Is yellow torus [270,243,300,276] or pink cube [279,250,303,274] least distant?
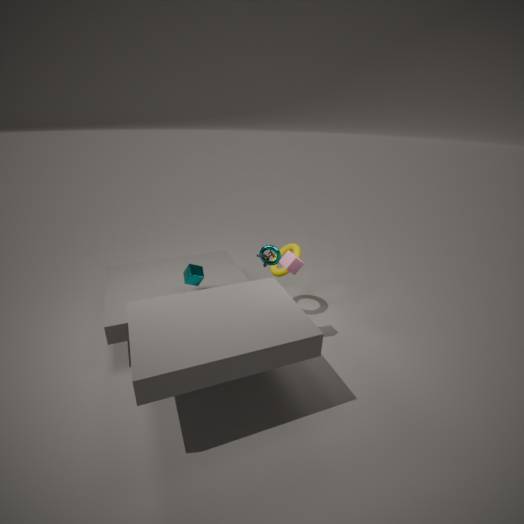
pink cube [279,250,303,274]
